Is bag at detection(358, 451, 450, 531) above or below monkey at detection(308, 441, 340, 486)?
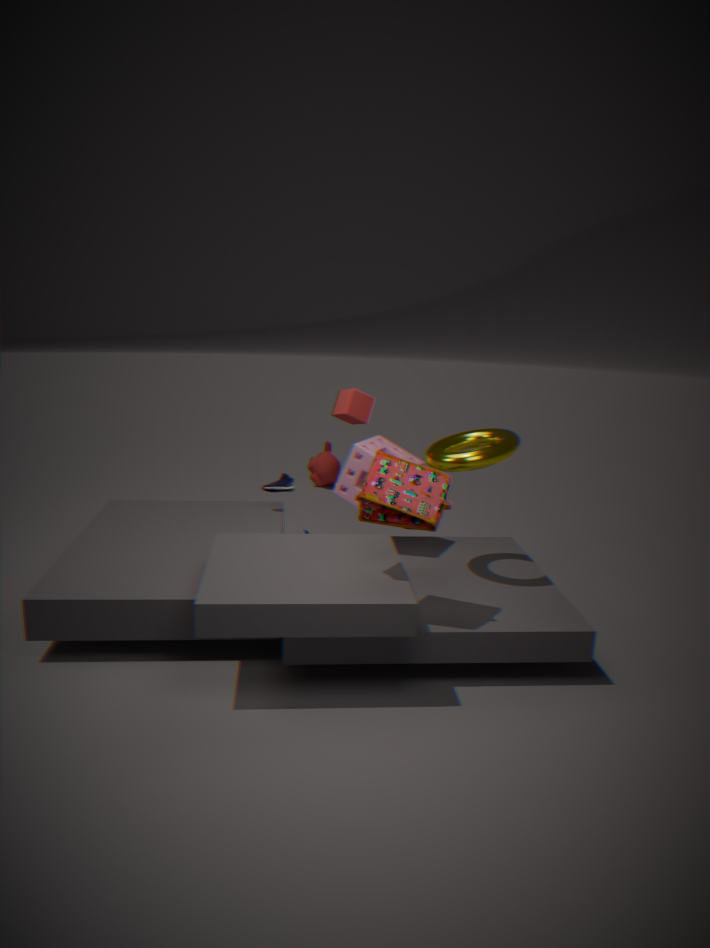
above
